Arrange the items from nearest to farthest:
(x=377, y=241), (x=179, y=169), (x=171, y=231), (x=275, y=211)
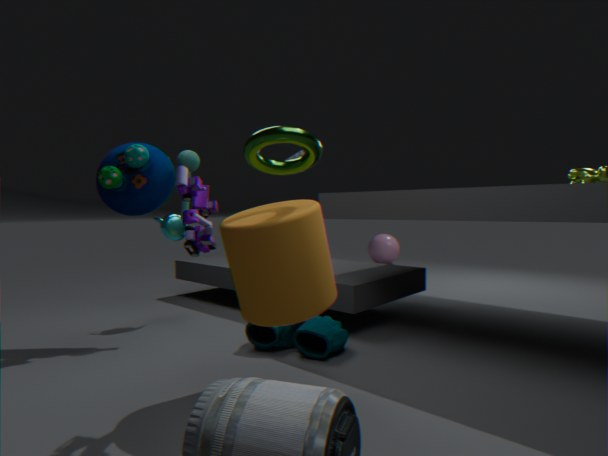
1. (x=179, y=169)
2. (x=275, y=211)
3. (x=171, y=231)
4. (x=377, y=241)
